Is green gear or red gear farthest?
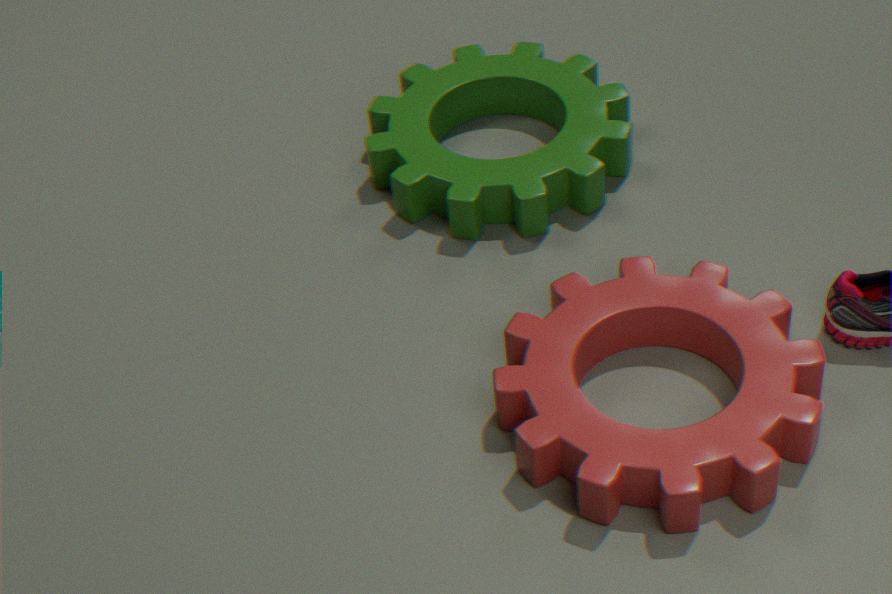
green gear
